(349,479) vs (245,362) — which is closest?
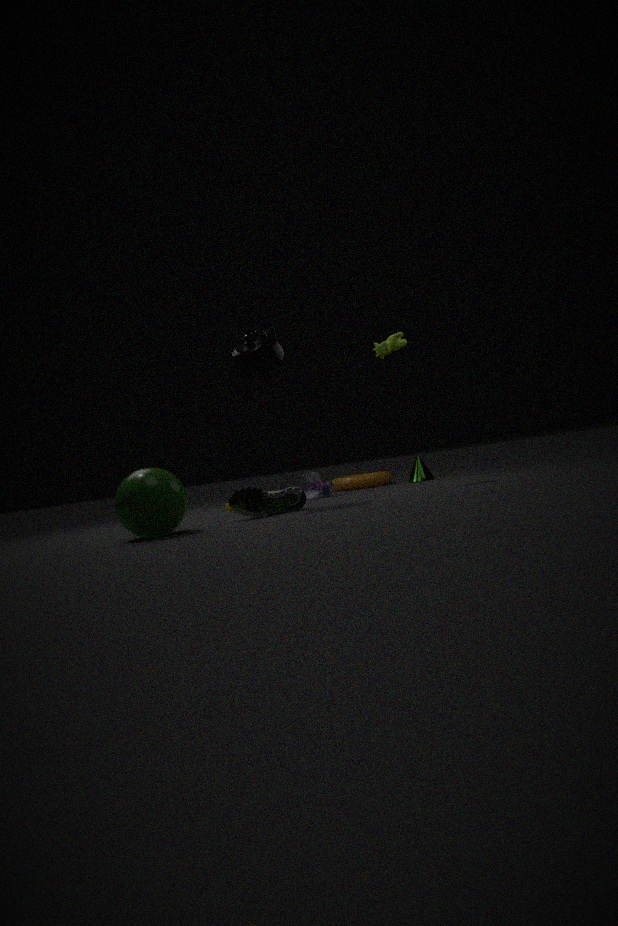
(245,362)
